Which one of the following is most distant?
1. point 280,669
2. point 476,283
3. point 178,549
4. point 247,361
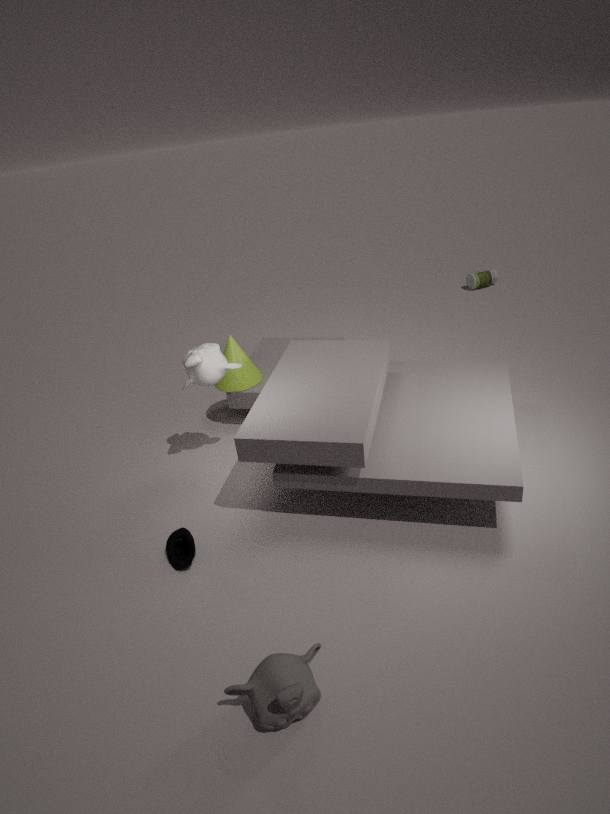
point 476,283
